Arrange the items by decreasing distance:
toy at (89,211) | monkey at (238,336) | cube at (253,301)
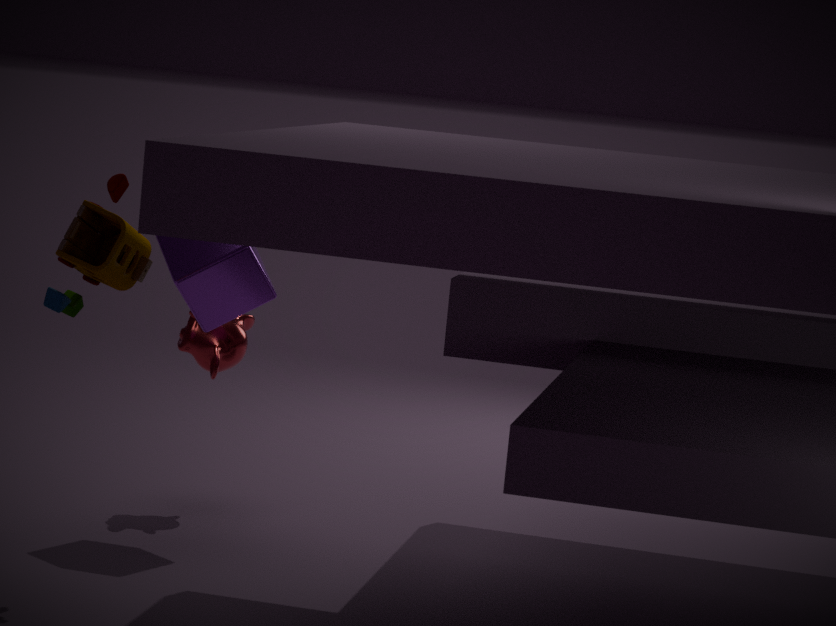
1. monkey at (238,336)
2. cube at (253,301)
3. toy at (89,211)
